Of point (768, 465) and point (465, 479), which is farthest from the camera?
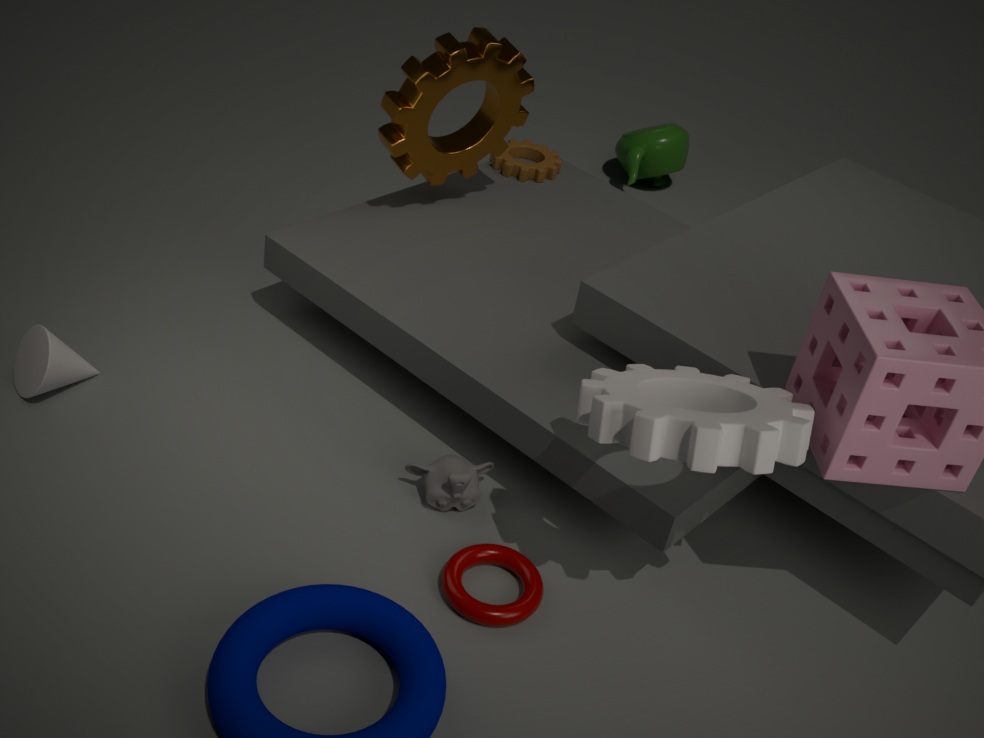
point (465, 479)
